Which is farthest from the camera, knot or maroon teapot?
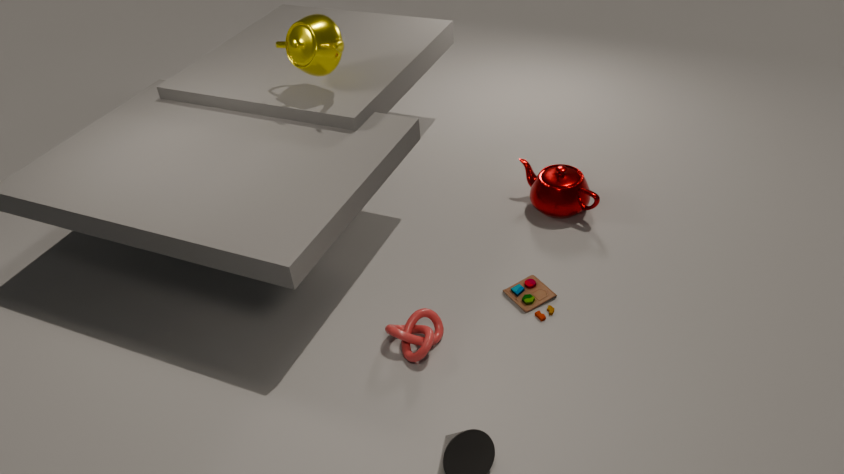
maroon teapot
